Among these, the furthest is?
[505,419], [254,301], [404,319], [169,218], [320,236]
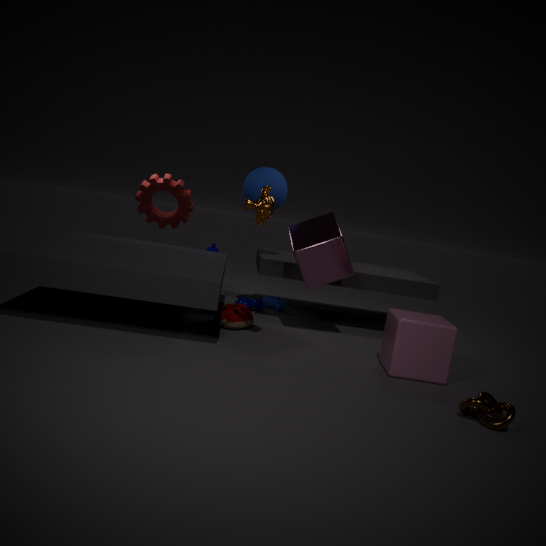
[169,218]
